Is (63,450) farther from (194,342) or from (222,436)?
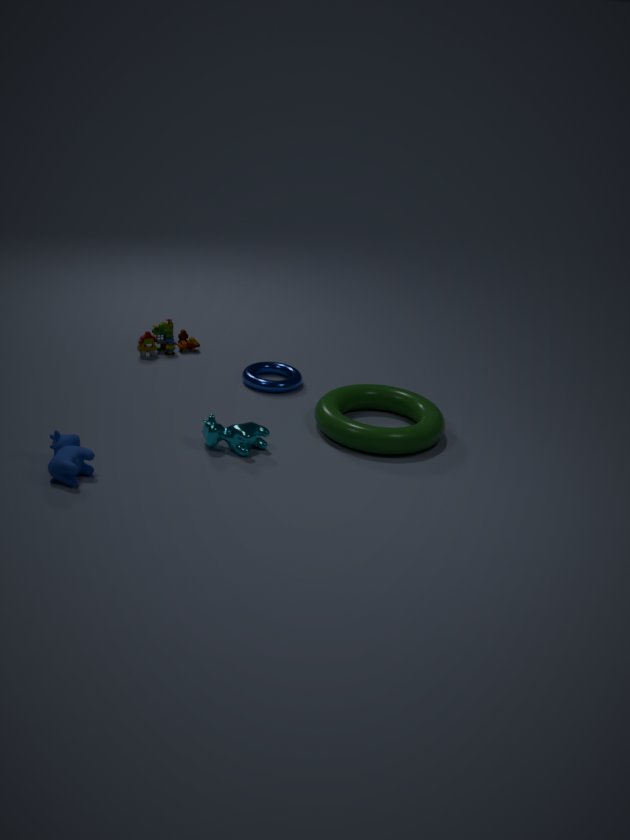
(194,342)
